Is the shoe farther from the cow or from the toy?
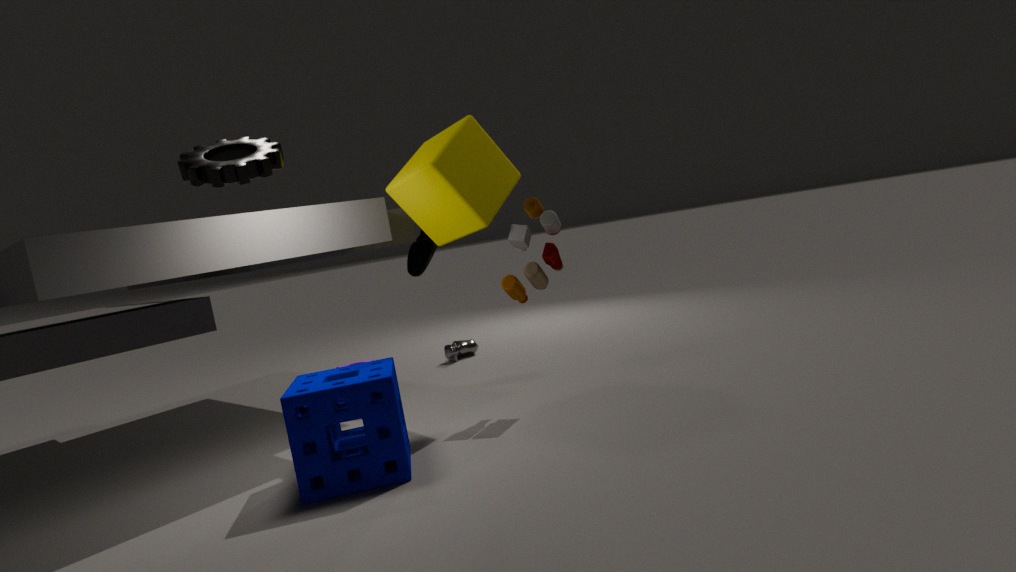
the cow
